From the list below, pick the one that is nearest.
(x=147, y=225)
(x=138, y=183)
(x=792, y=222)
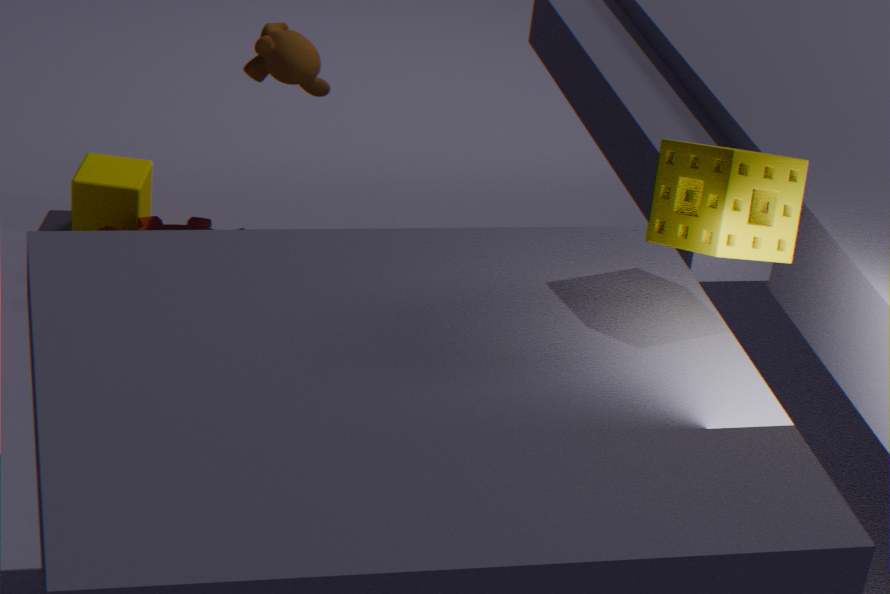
(x=792, y=222)
